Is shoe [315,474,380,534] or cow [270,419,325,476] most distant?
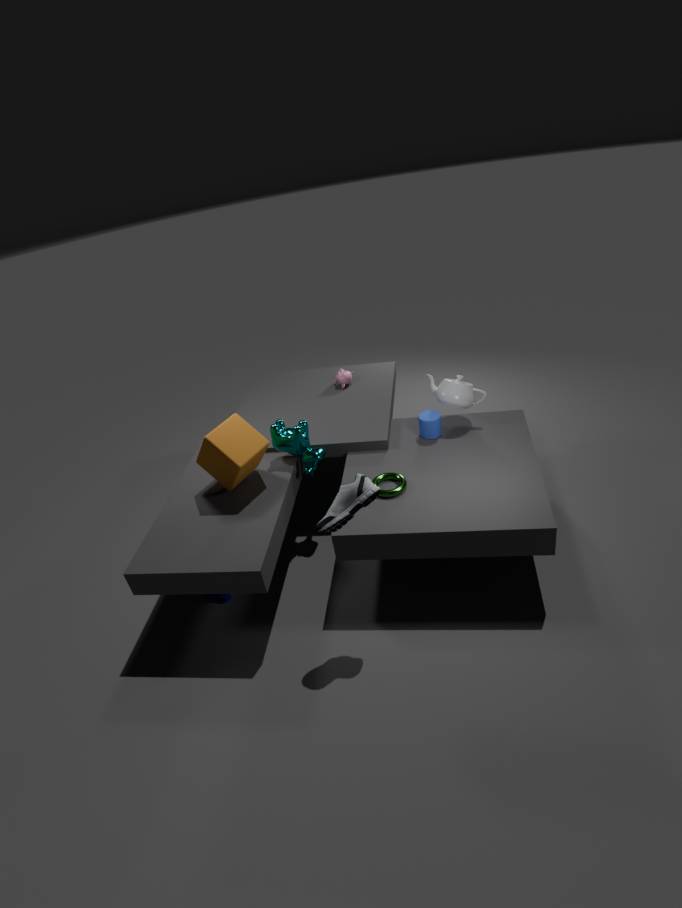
cow [270,419,325,476]
